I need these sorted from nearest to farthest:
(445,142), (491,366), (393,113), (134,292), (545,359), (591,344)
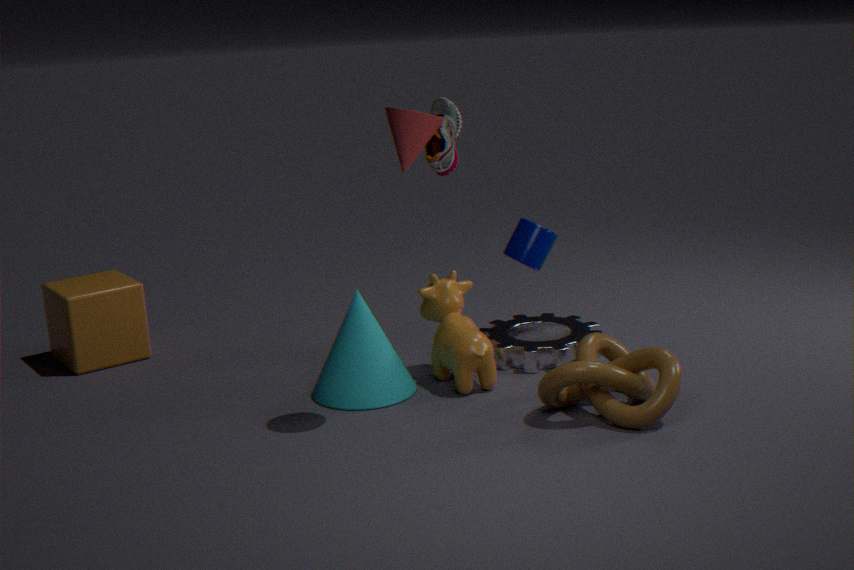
(393,113)
(591,344)
(445,142)
(491,366)
(545,359)
(134,292)
